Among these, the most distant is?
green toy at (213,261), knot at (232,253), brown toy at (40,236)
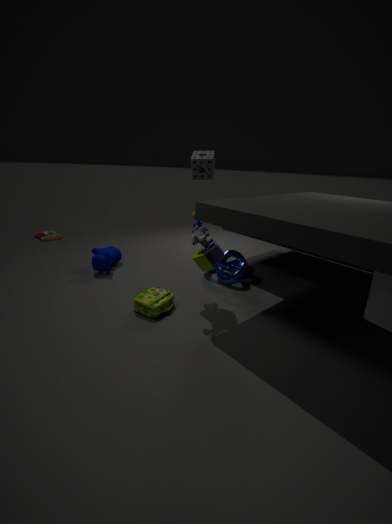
brown toy at (40,236)
